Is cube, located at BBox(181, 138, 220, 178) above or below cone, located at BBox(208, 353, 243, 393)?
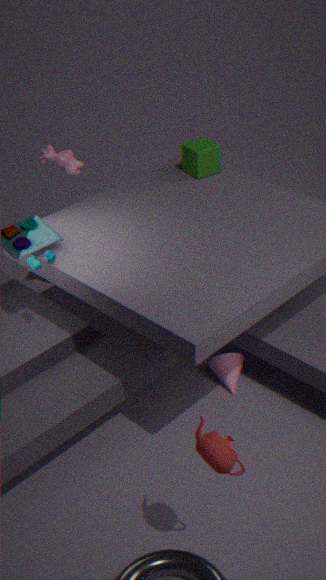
above
